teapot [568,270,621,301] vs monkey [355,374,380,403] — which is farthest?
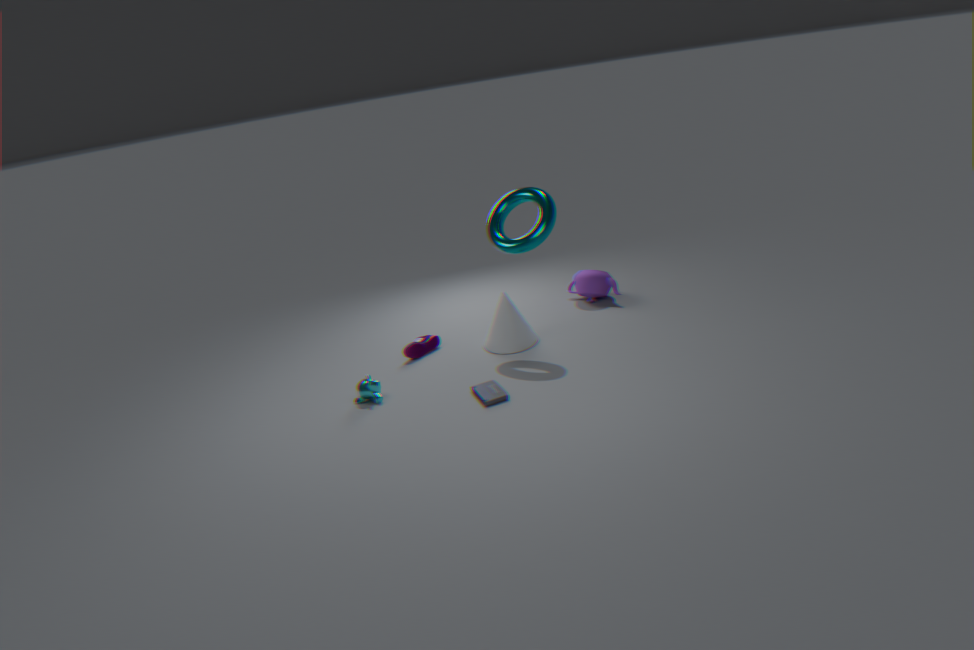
teapot [568,270,621,301]
